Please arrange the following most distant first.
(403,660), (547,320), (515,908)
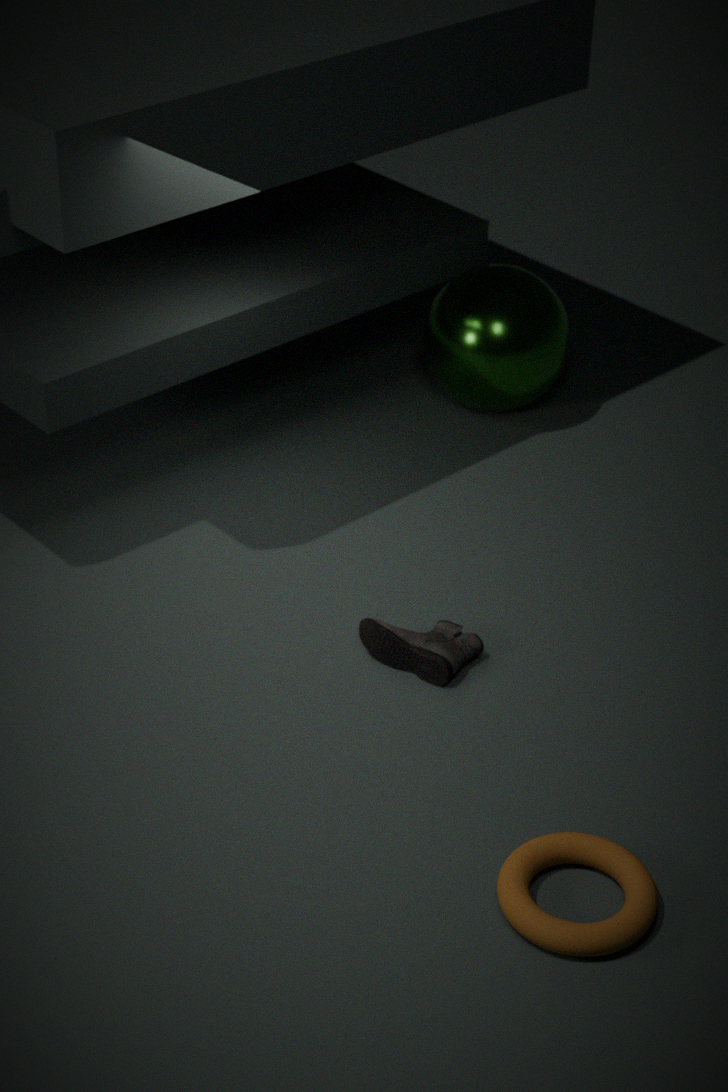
1. (547,320)
2. (403,660)
3. (515,908)
